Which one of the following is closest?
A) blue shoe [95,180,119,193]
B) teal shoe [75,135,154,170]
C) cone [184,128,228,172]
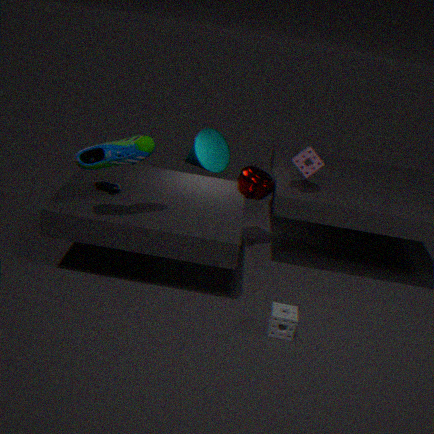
teal shoe [75,135,154,170]
